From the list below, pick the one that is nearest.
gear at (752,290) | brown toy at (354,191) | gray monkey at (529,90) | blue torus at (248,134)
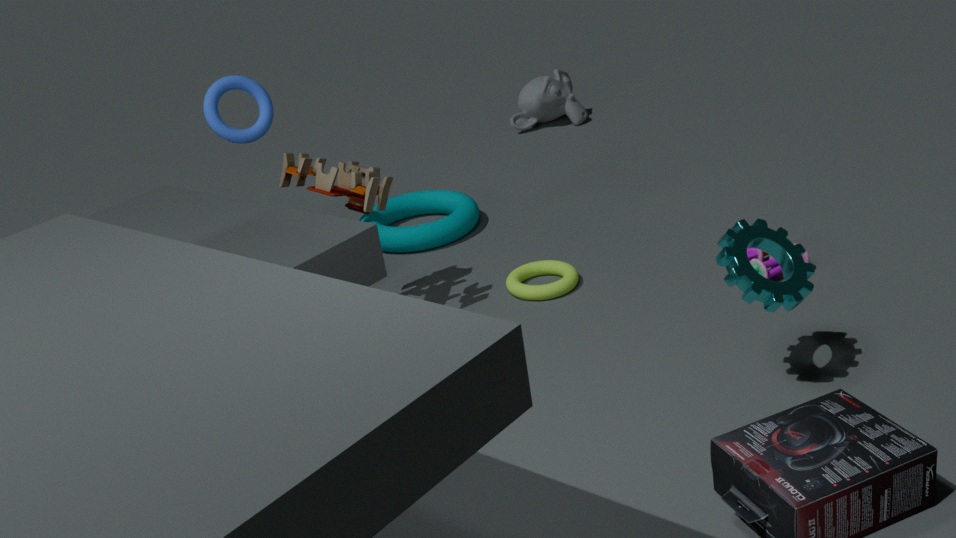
gear at (752,290)
